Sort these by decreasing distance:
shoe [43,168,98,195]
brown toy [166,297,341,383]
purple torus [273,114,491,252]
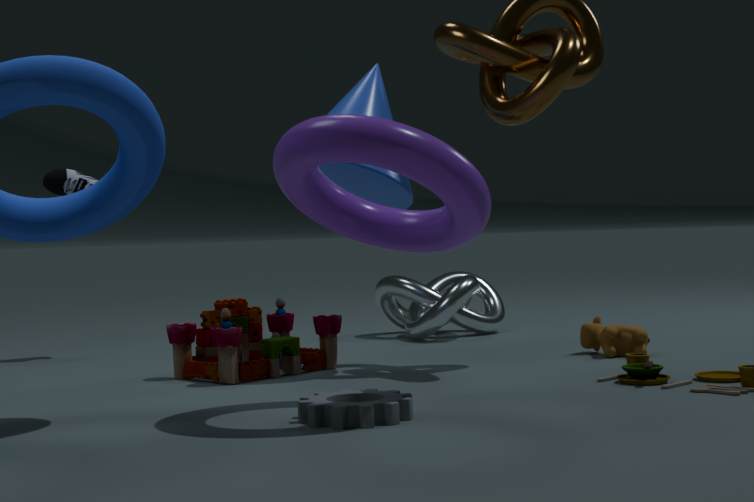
shoe [43,168,98,195], brown toy [166,297,341,383], purple torus [273,114,491,252]
